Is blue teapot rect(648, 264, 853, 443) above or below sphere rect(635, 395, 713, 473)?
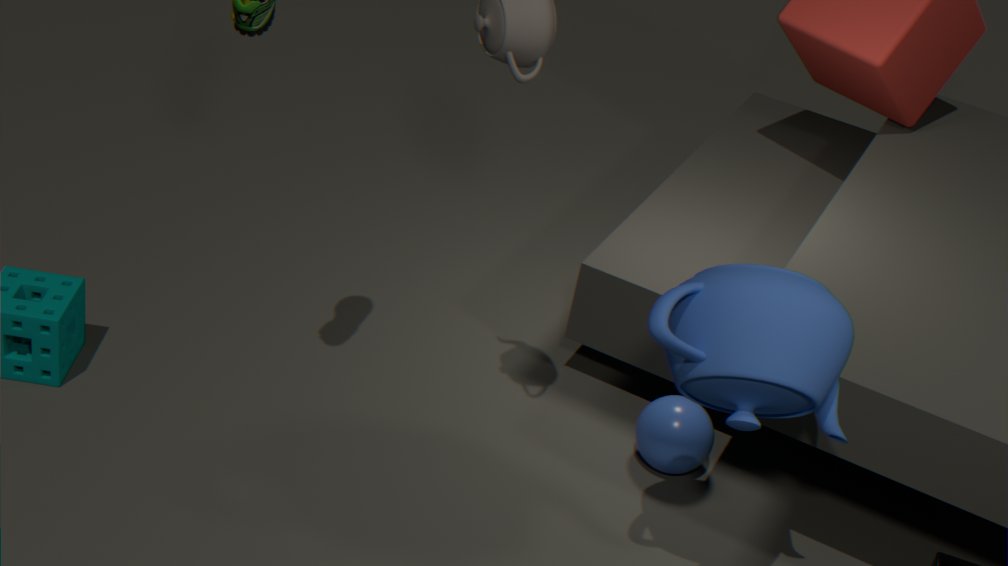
above
